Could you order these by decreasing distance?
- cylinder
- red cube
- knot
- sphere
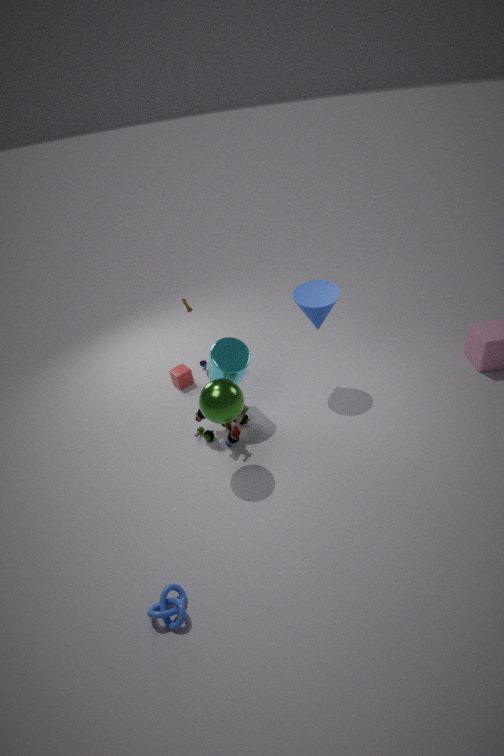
red cube
cylinder
sphere
knot
